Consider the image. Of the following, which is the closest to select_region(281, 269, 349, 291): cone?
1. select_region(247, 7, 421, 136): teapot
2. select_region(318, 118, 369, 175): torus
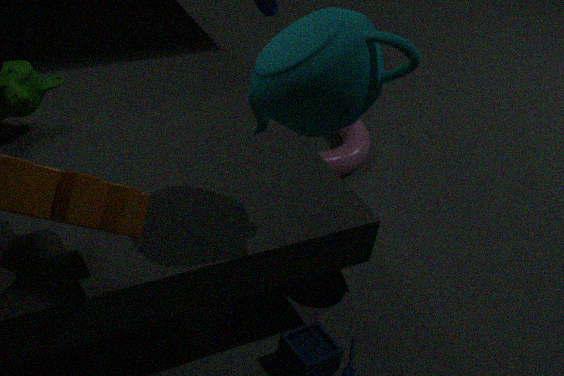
select_region(318, 118, 369, 175): torus
